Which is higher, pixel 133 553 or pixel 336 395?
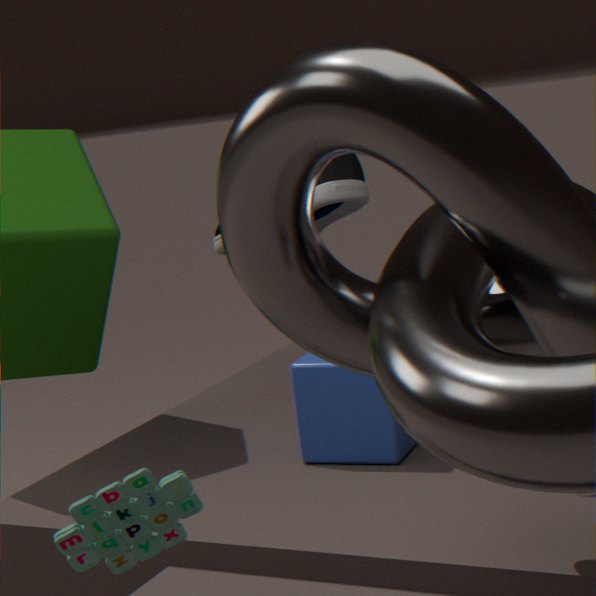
pixel 133 553
